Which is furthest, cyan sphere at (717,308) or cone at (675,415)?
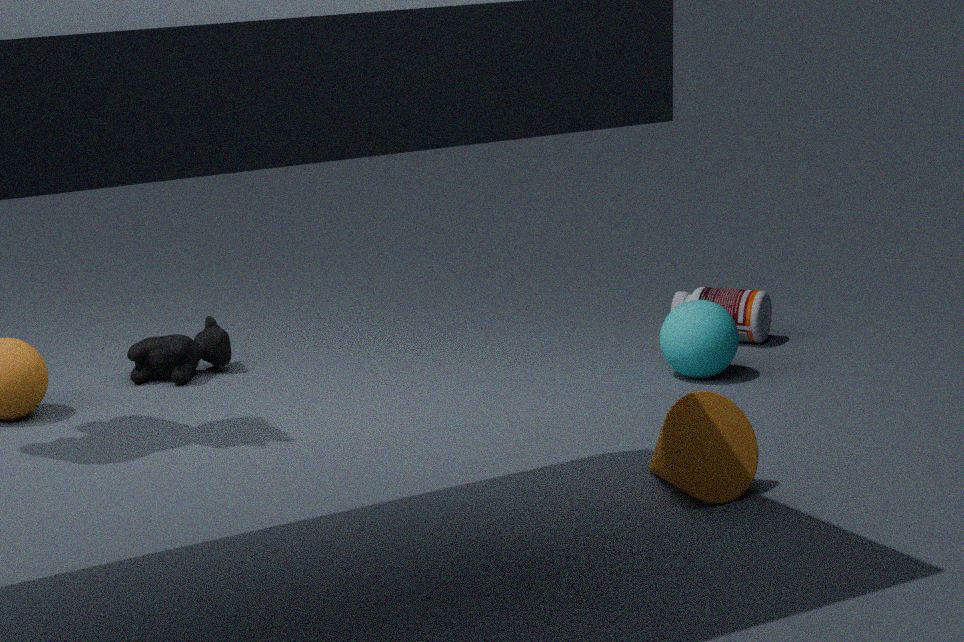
cyan sphere at (717,308)
